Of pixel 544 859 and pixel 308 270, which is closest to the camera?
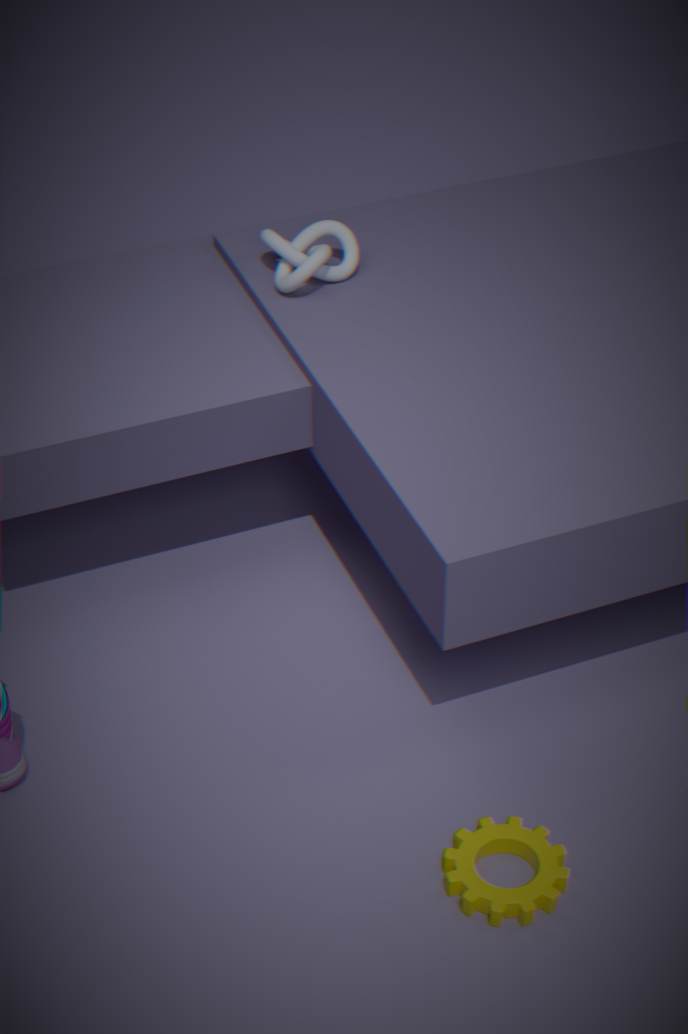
pixel 544 859
